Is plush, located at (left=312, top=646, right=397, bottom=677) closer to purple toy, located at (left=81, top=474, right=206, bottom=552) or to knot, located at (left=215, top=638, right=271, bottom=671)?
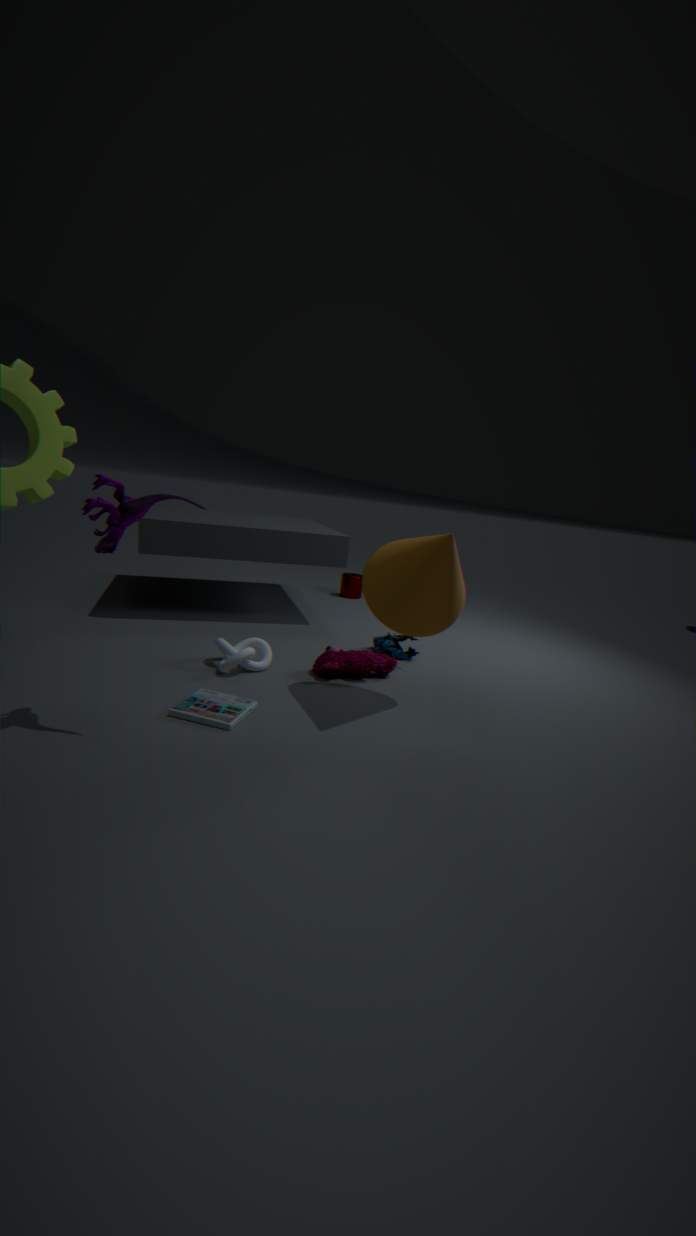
knot, located at (left=215, top=638, right=271, bottom=671)
